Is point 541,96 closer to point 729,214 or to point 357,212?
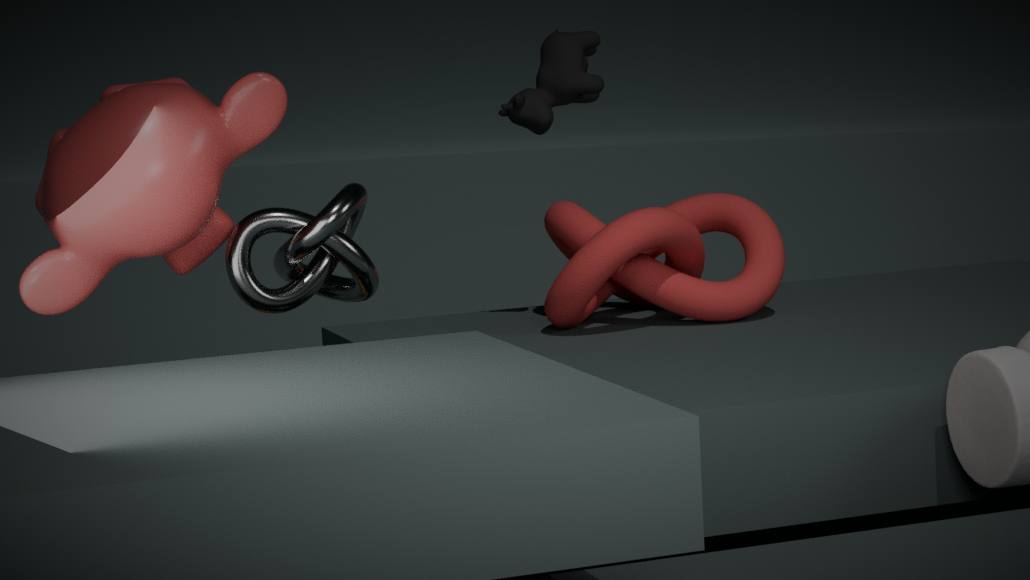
point 729,214
